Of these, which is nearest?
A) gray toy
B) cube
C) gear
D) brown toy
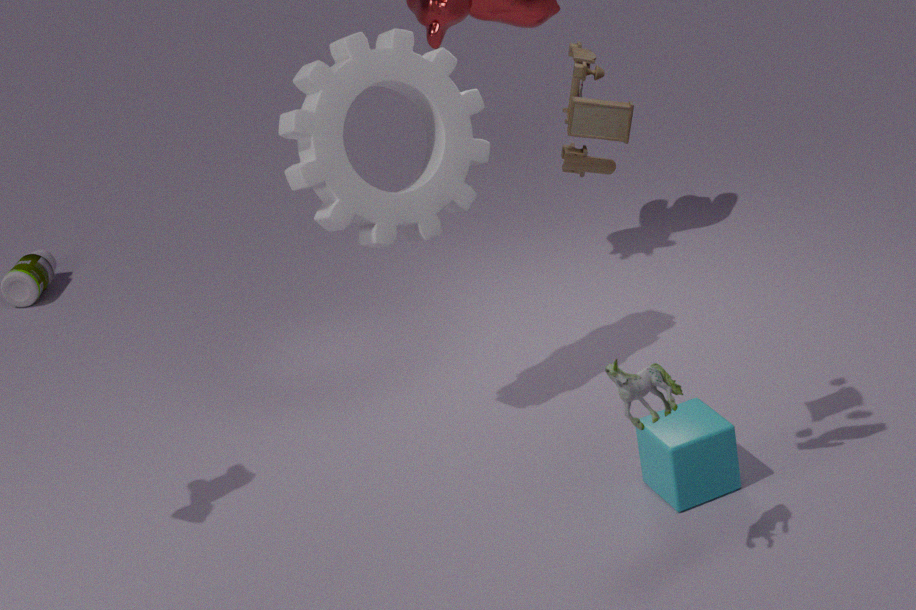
D. brown toy
